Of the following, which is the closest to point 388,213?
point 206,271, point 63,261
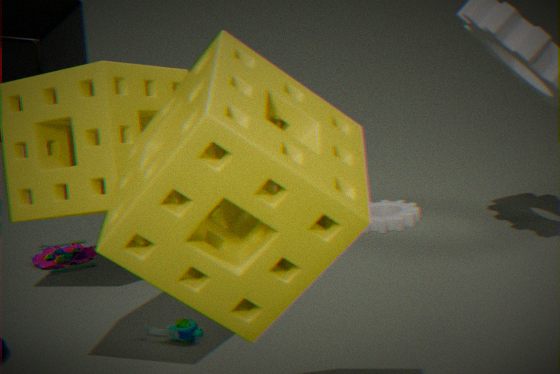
point 63,261
